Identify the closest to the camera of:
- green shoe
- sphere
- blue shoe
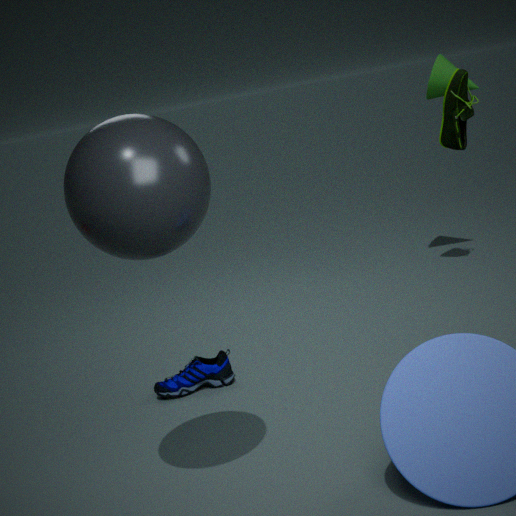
sphere
